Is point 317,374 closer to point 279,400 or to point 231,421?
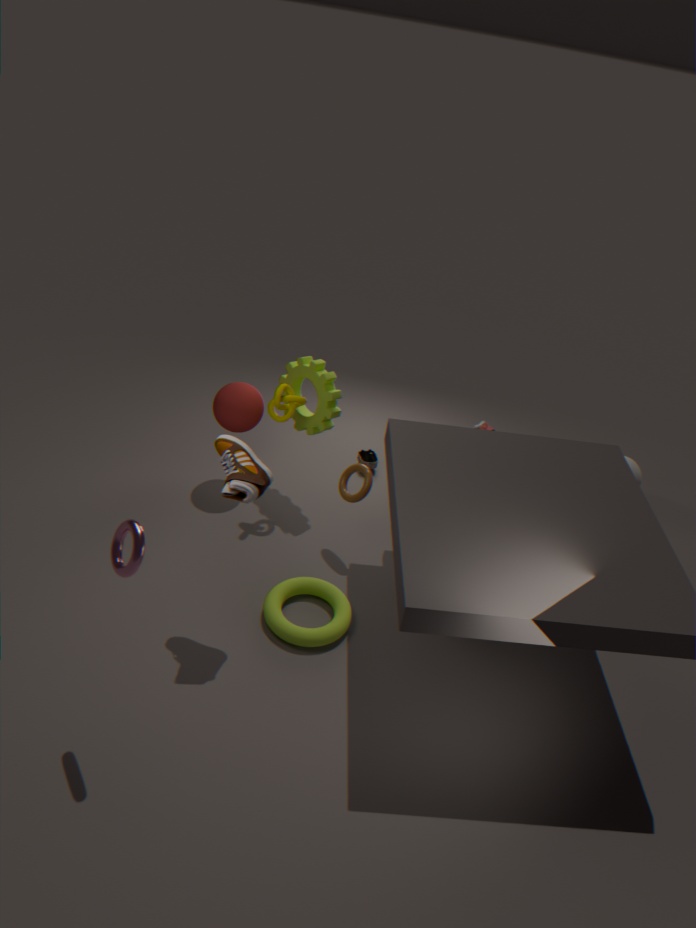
point 279,400
